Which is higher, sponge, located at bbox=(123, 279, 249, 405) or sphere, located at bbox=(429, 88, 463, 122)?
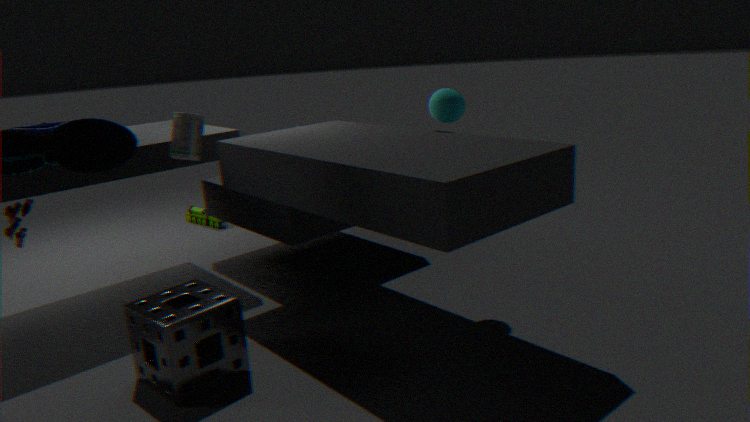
sphere, located at bbox=(429, 88, 463, 122)
